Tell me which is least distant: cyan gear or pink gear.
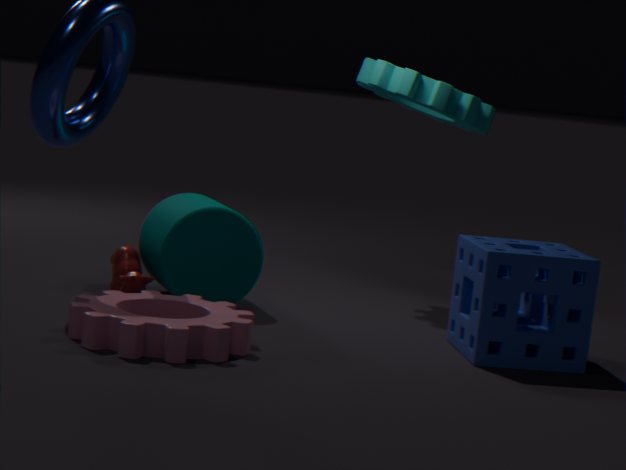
pink gear
